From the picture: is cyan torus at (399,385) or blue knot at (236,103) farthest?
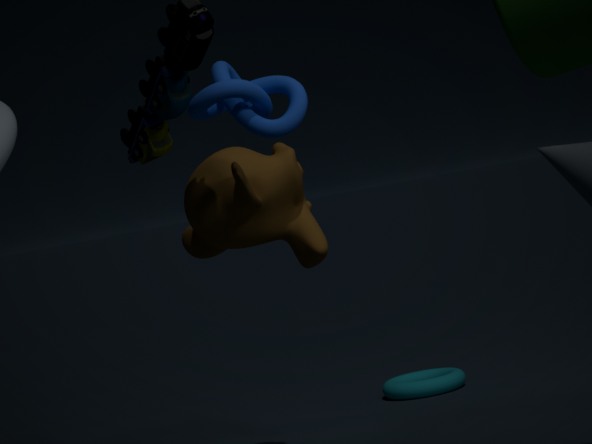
cyan torus at (399,385)
